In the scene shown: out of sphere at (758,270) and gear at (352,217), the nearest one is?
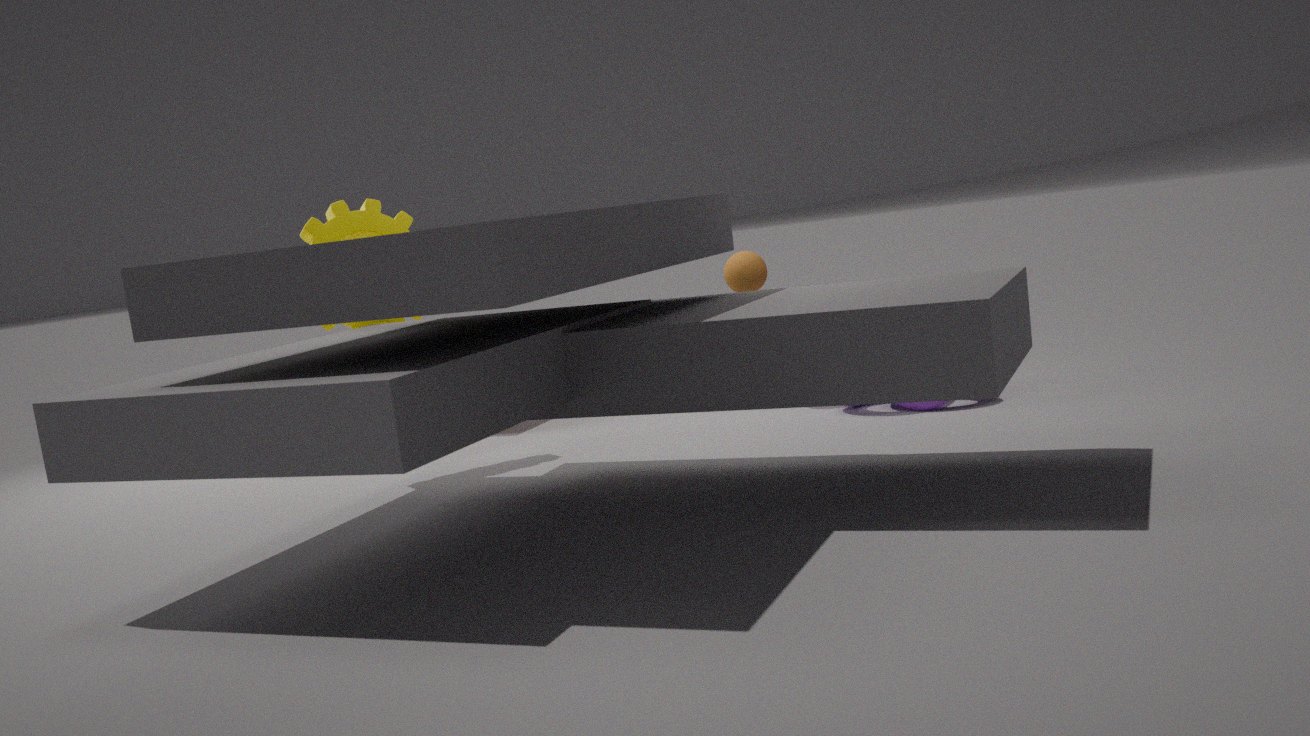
gear at (352,217)
